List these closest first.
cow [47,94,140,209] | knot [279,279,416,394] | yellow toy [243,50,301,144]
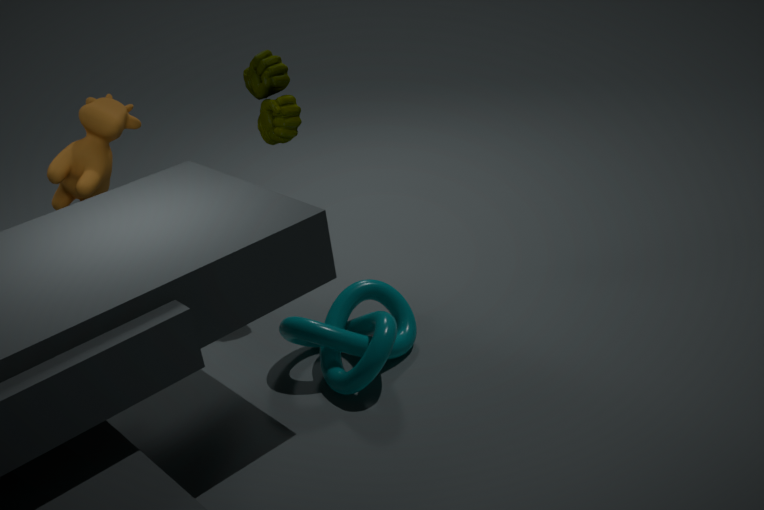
knot [279,279,416,394] → cow [47,94,140,209] → yellow toy [243,50,301,144]
